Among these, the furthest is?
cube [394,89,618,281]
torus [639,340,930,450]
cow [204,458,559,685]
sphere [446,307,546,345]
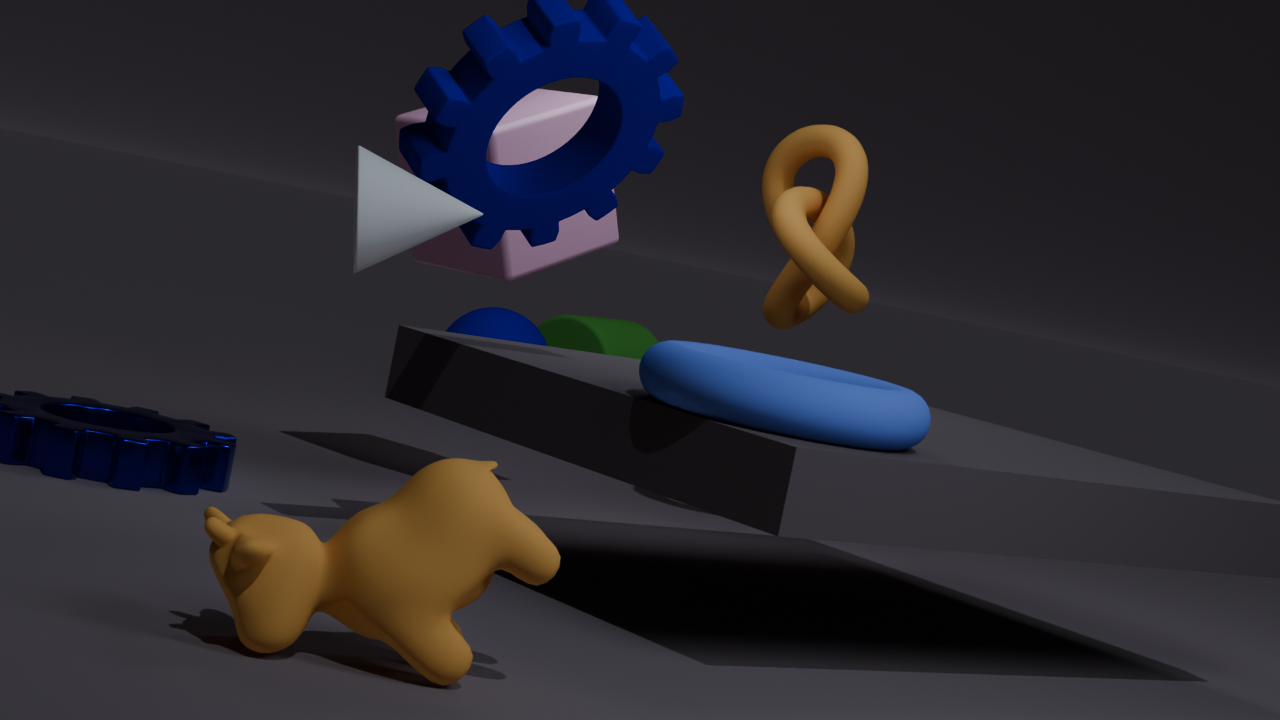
sphere [446,307,546,345]
